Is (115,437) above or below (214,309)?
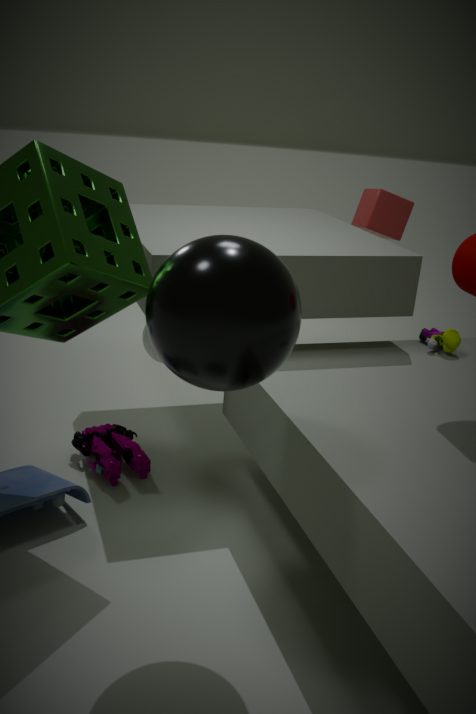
below
